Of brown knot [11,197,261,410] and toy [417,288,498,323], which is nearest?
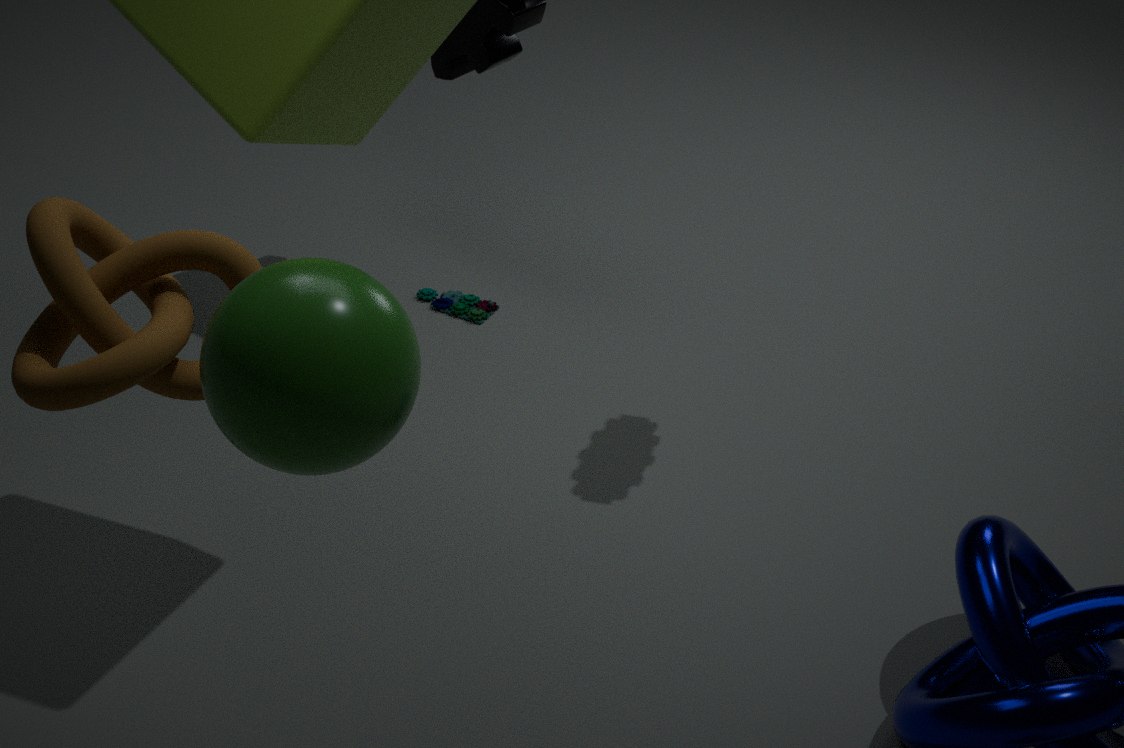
brown knot [11,197,261,410]
